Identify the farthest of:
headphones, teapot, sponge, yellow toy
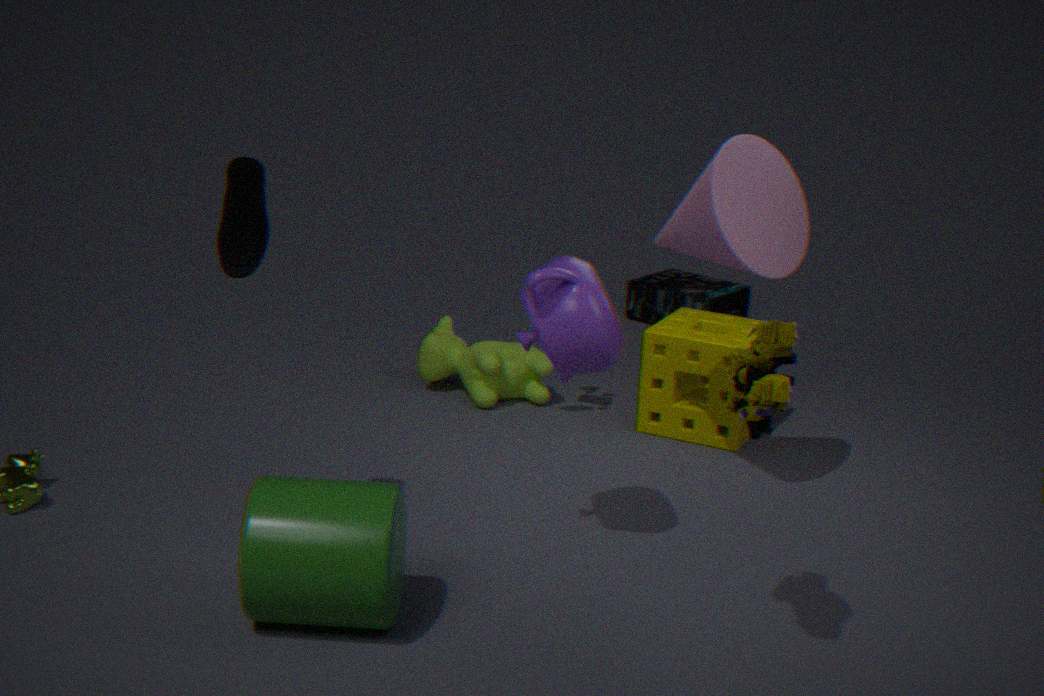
headphones
